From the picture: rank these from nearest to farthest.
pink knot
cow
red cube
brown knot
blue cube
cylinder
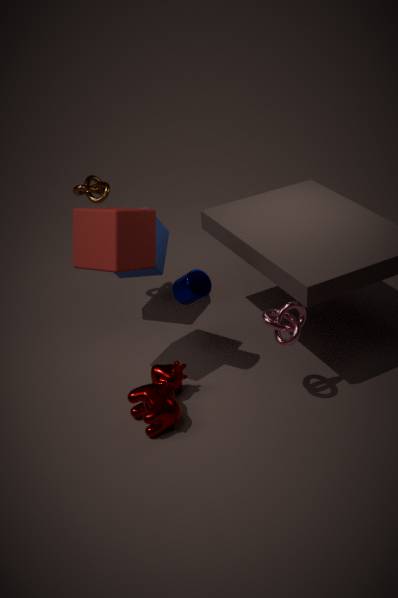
red cube → cow → pink knot → cylinder → brown knot → blue cube
